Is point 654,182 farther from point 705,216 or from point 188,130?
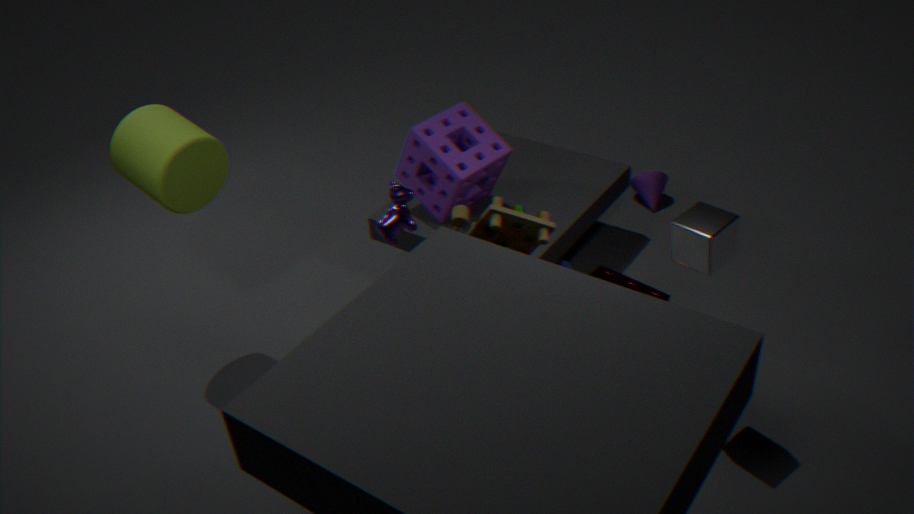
point 188,130
